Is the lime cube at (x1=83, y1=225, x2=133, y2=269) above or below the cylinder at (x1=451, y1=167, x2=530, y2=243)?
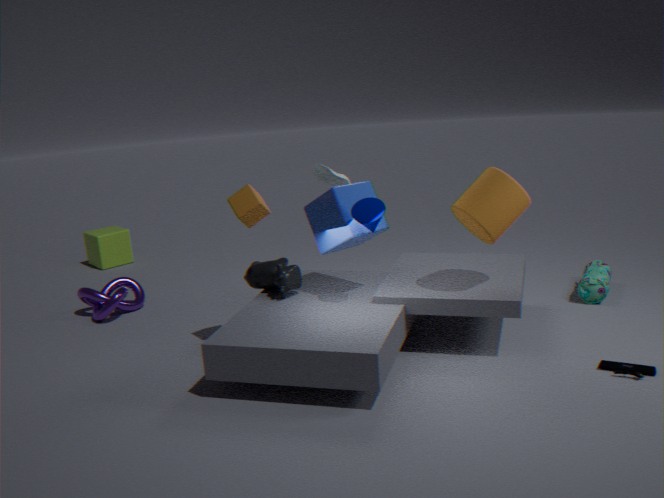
below
